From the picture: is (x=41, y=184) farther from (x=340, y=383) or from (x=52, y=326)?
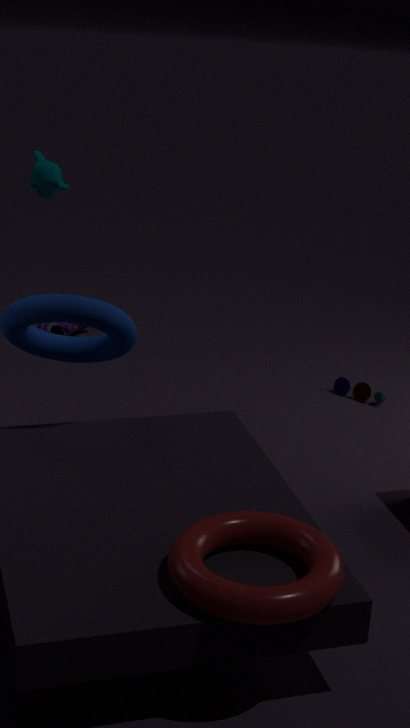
(x=340, y=383)
